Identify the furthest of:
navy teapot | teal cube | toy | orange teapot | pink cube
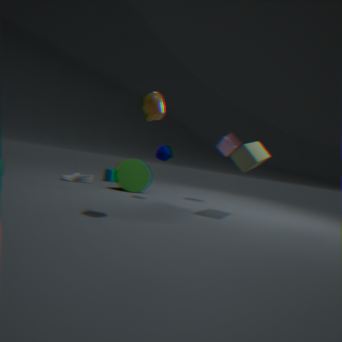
teal cube
